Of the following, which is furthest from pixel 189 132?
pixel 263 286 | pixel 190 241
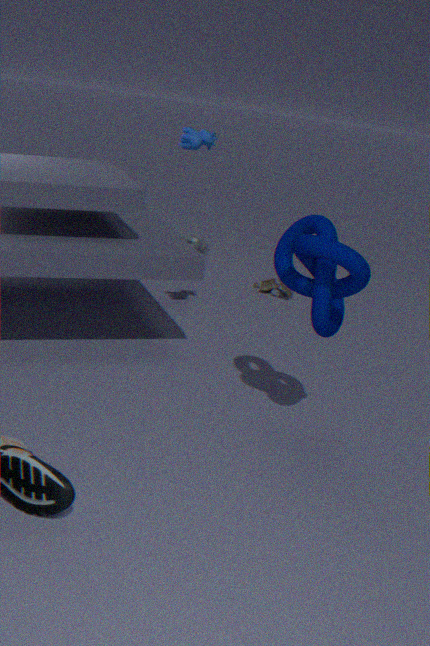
pixel 263 286
